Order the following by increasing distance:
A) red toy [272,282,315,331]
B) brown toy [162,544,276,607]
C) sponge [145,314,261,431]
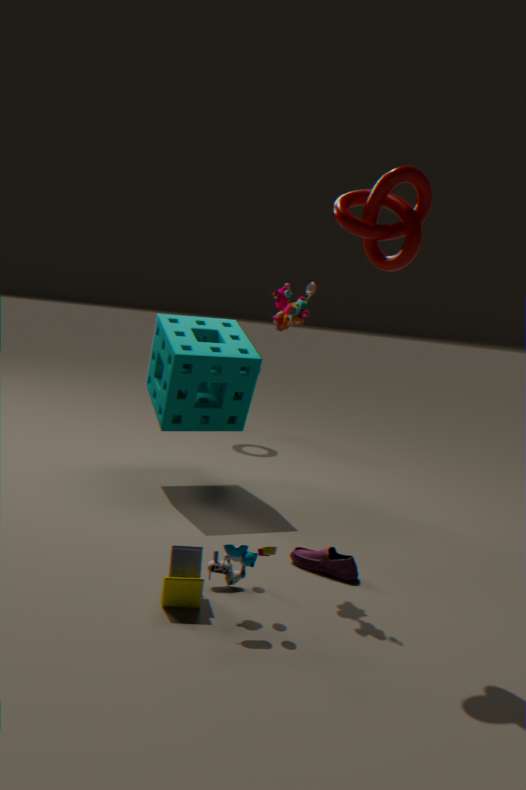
1. brown toy [162,544,276,607]
2. red toy [272,282,315,331]
3. sponge [145,314,261,431]
